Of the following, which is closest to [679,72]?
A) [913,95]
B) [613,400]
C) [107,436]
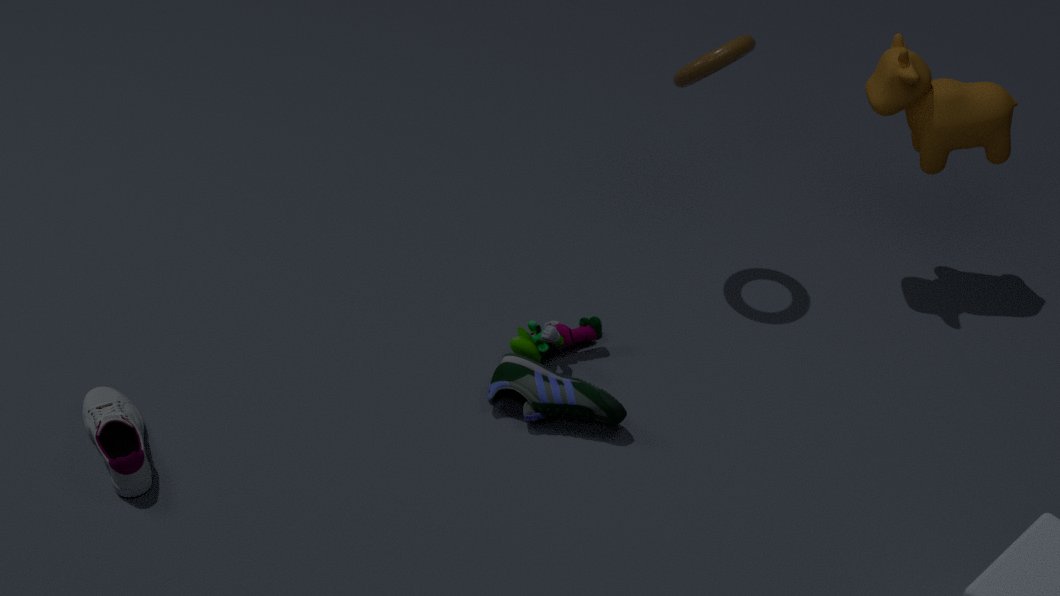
[913,95]
